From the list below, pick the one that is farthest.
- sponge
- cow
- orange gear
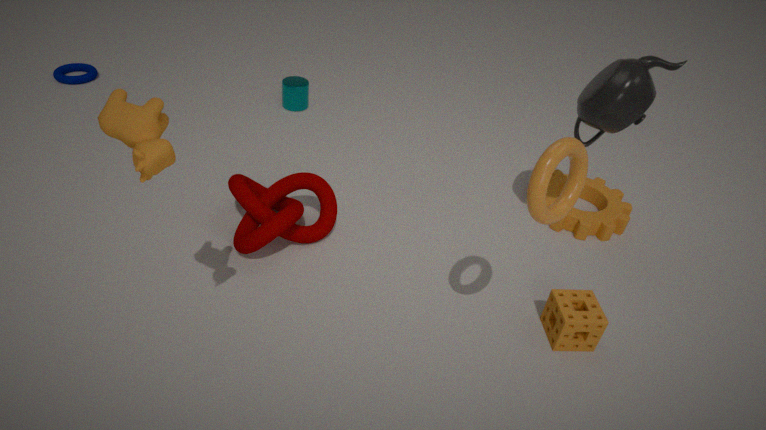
orange gear
